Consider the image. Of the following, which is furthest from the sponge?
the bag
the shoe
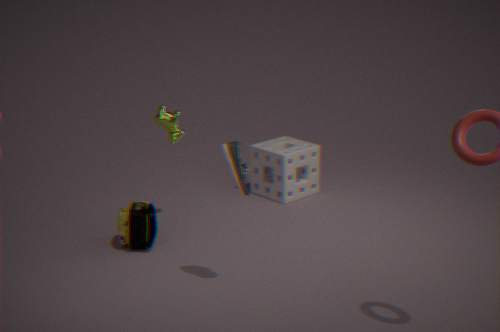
the shoe
